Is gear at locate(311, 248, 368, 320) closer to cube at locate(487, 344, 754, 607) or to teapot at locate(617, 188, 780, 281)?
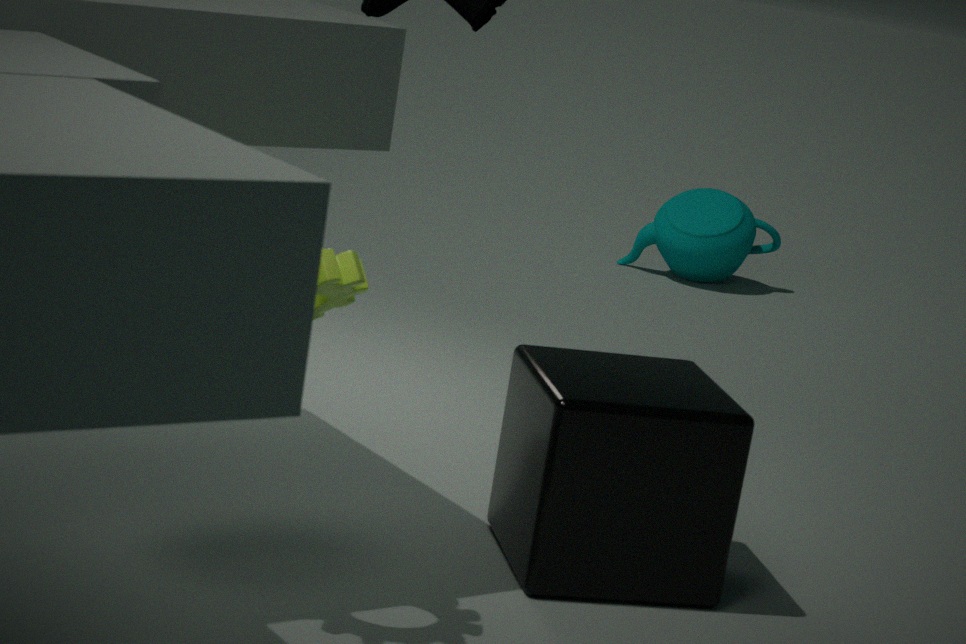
cube at locate(487, 344, 754, 607)
